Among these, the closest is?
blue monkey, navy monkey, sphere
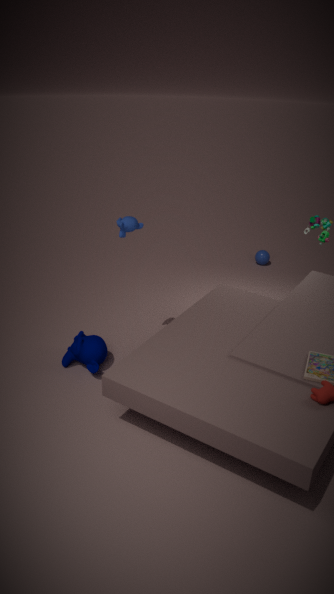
blue monkey
